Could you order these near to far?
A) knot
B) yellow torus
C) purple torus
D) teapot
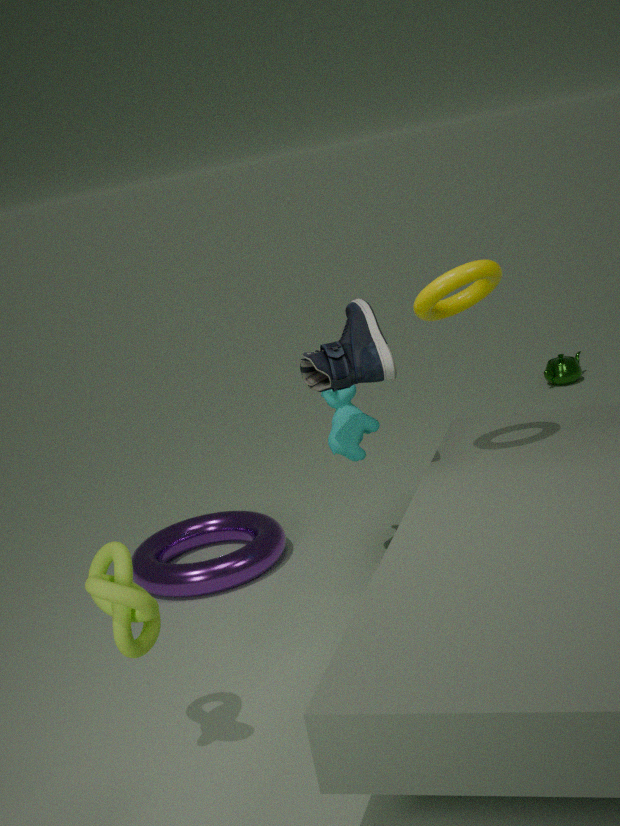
knot, yellow torus, purple torus, teapot
